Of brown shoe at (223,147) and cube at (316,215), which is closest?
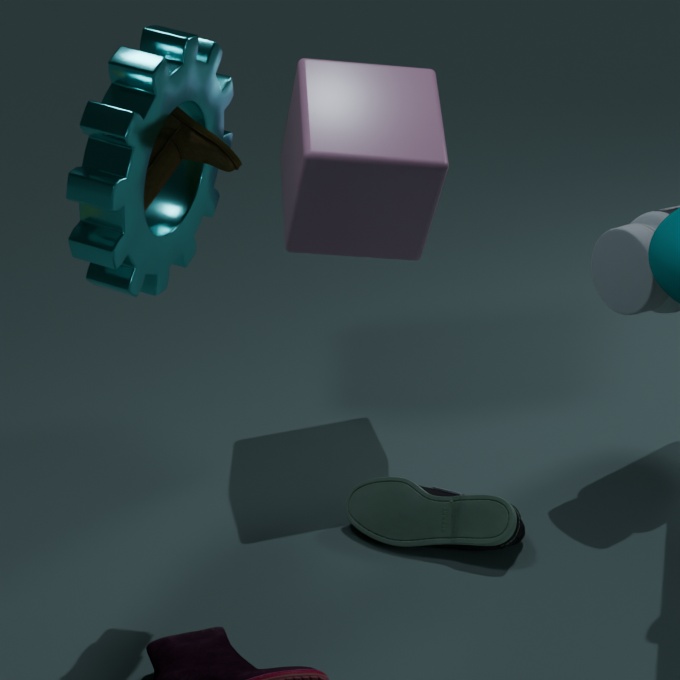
brown shoe at (223,147)
